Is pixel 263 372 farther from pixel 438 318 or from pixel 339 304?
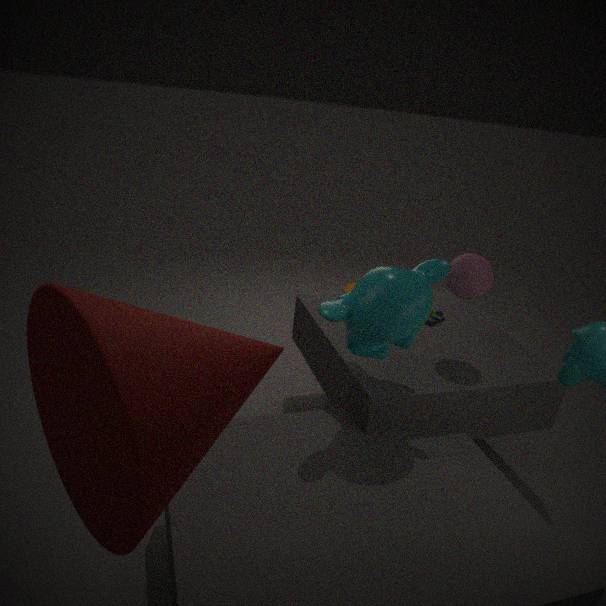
pixel 438 318
